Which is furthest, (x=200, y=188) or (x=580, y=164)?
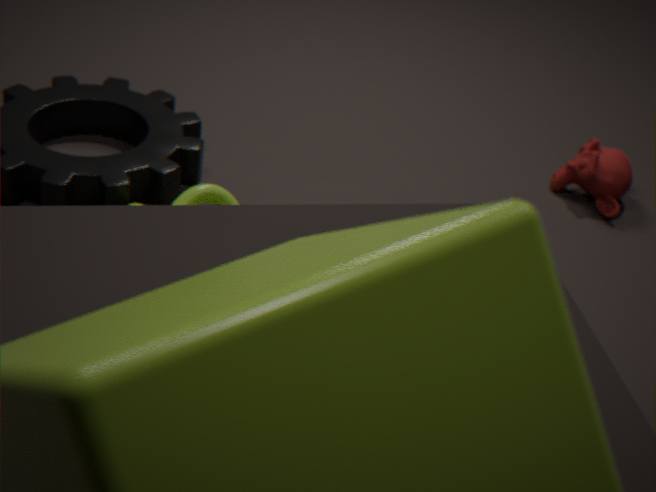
(x=580, y=164)
